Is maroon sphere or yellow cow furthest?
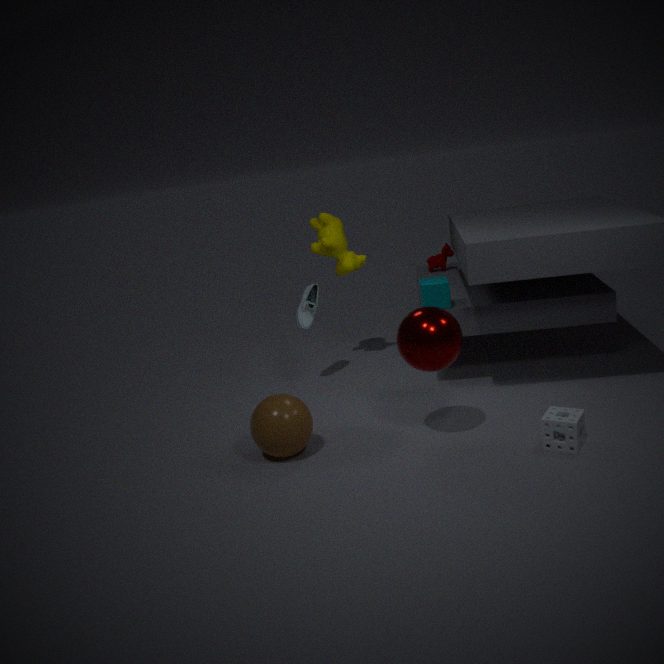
yellow cow
